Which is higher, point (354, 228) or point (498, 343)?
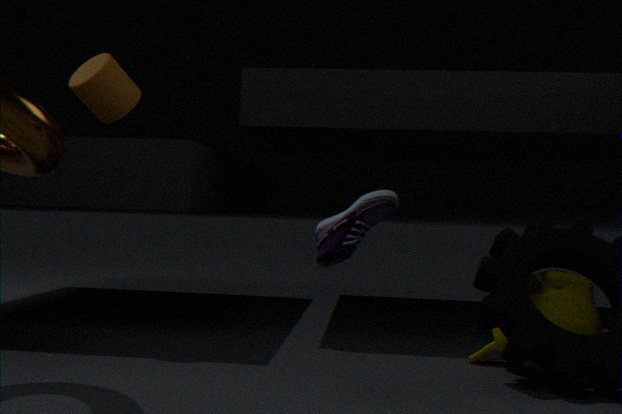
point (354, 228)
